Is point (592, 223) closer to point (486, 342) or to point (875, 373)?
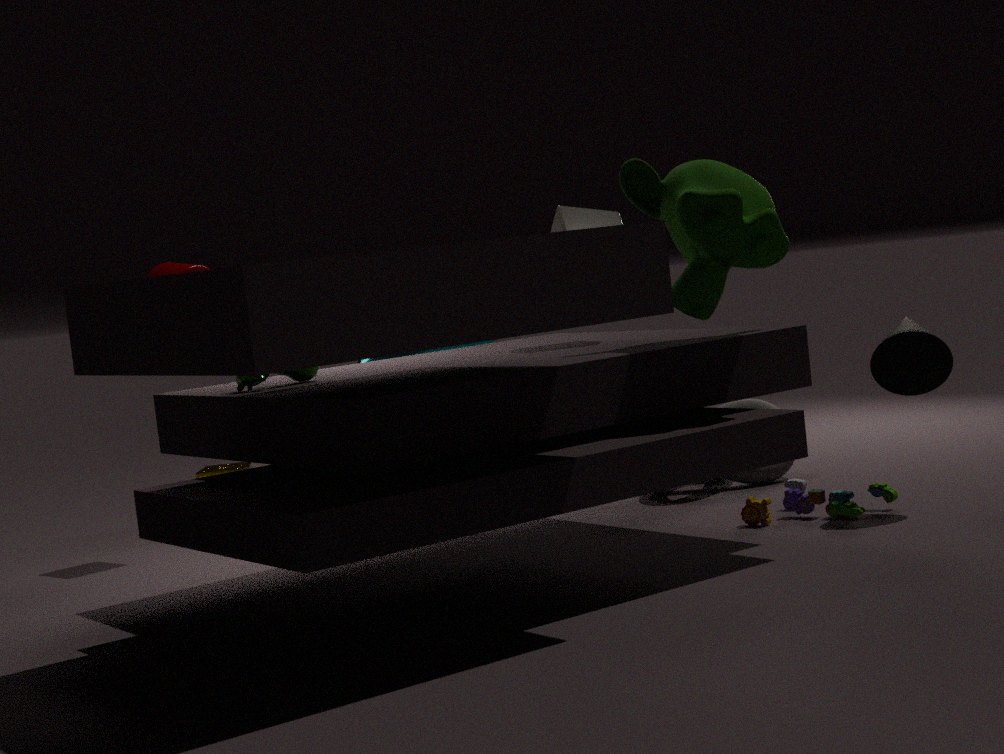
point (486, 342)
